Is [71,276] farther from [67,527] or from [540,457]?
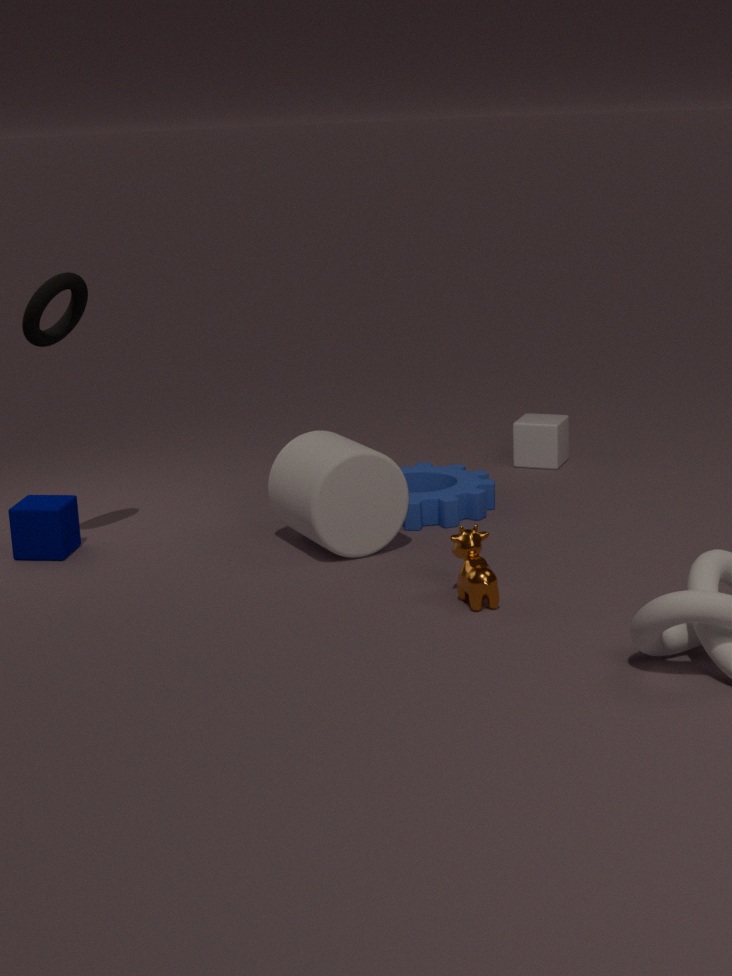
[540,457]
